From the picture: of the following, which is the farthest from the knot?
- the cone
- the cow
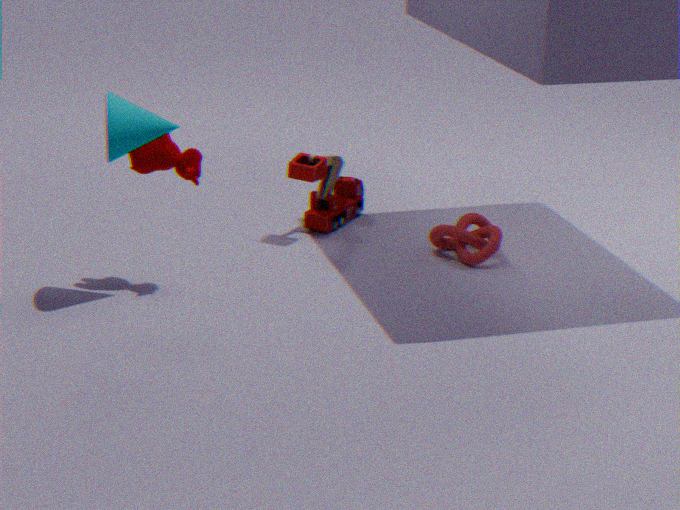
the cone
